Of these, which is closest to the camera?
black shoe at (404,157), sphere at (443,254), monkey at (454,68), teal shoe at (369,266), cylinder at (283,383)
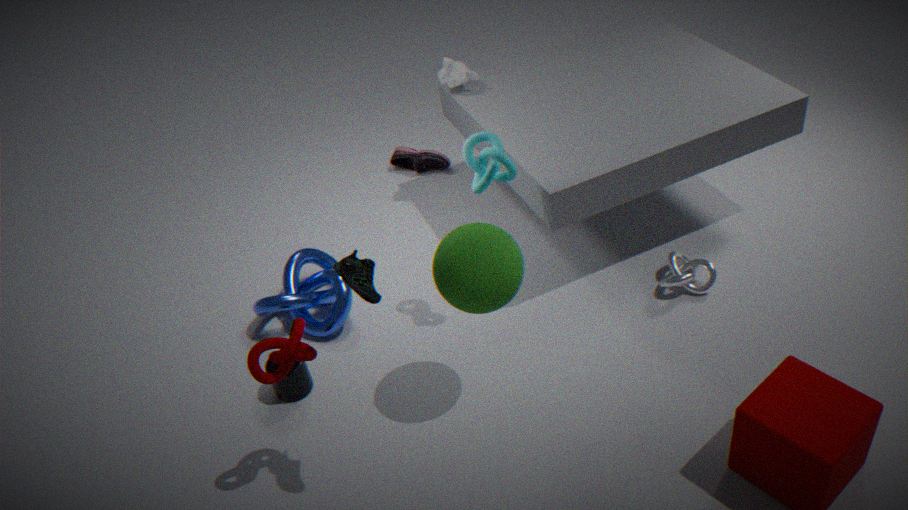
teal shoe at (369,266)
